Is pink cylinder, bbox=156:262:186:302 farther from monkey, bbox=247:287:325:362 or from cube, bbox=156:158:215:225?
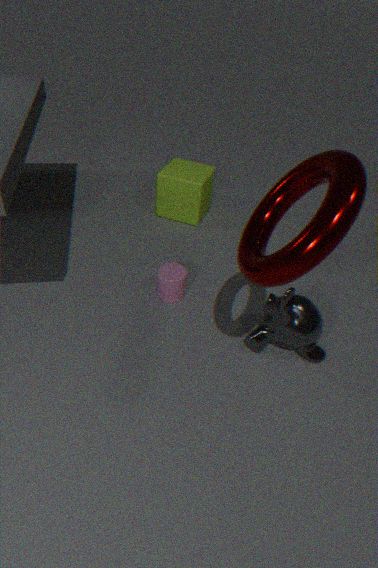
cube, bbox=156:158:215:225
